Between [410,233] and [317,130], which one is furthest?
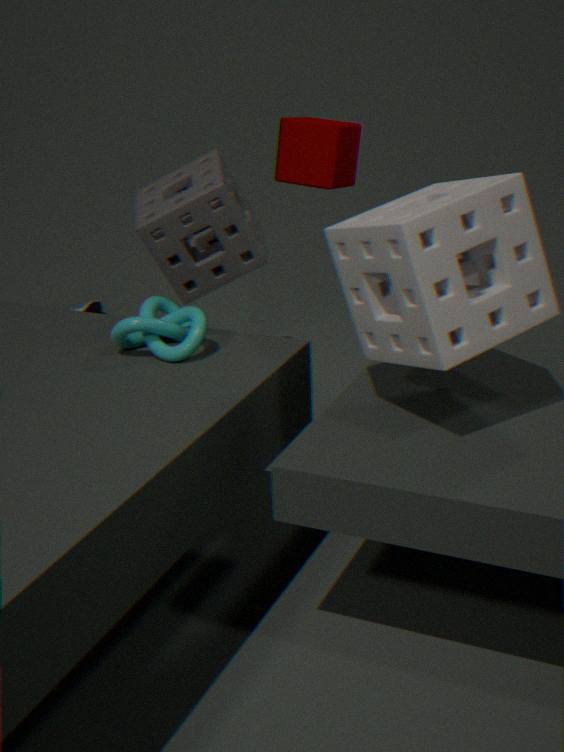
[317,130]
